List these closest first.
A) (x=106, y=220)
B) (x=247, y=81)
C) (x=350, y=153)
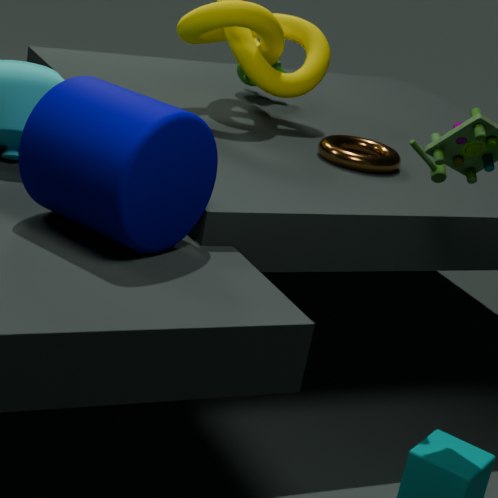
(x=106, y=220), (x=350, y=153), (x=247, y=81)
